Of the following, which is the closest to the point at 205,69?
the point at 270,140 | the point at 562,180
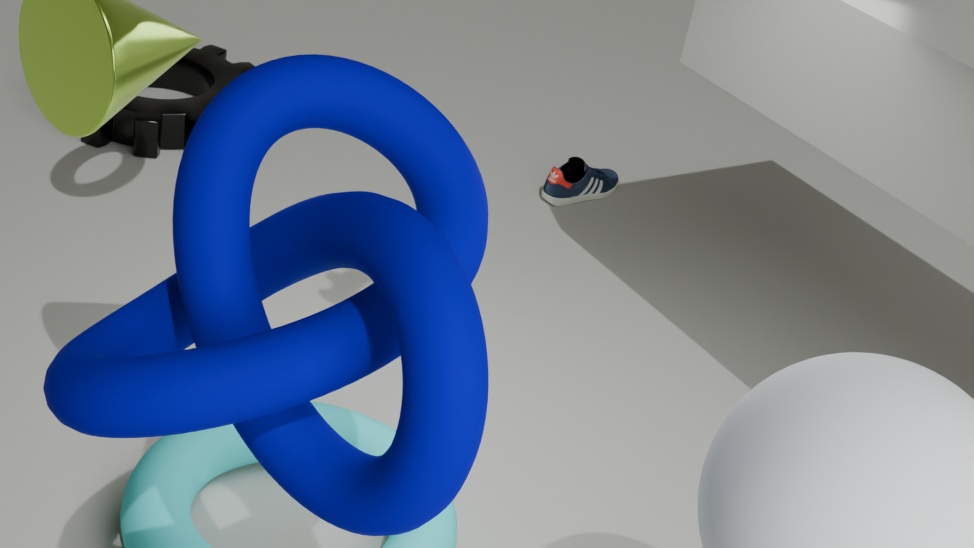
the point at 562,180
